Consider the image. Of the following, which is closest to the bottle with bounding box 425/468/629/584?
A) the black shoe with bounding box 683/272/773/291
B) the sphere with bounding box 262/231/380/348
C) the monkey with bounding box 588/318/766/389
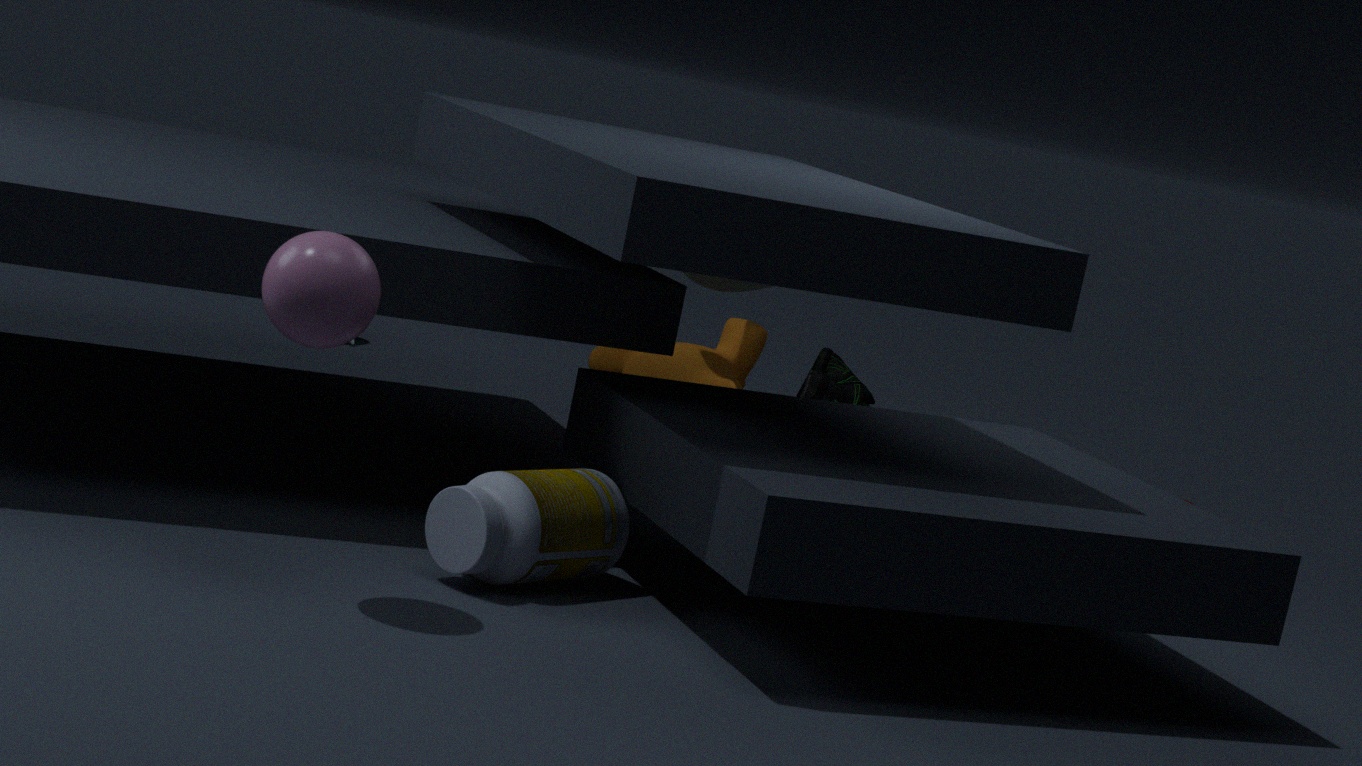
the sphere with bounding box 262/231/380/348
